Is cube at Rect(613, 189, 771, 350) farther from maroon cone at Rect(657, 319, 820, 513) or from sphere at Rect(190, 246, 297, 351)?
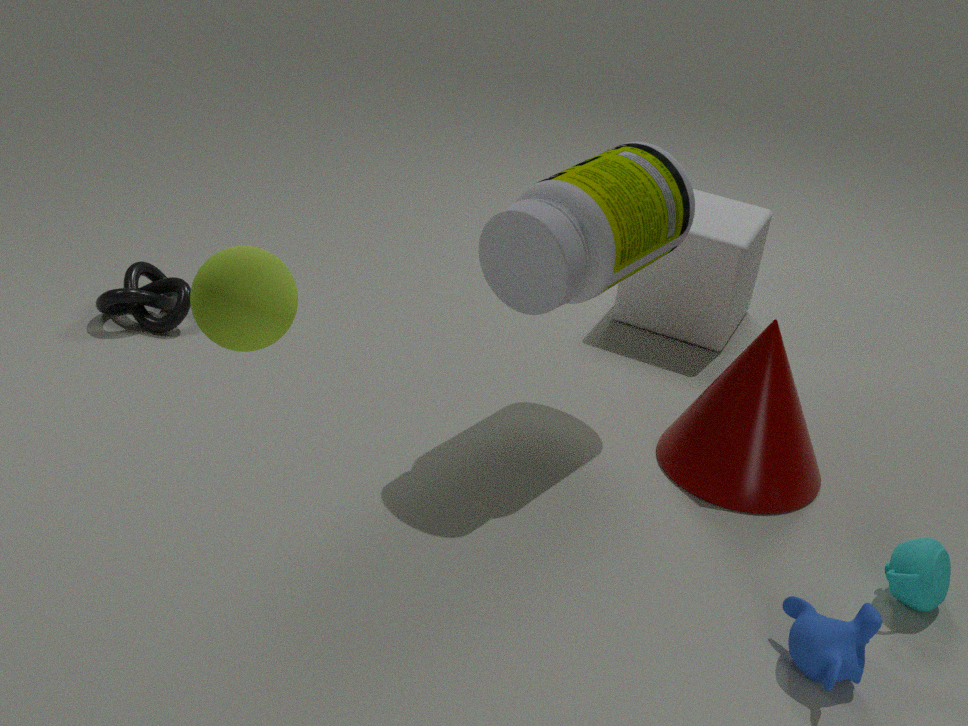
sphere at Rect(190, 246, 297, 351)
